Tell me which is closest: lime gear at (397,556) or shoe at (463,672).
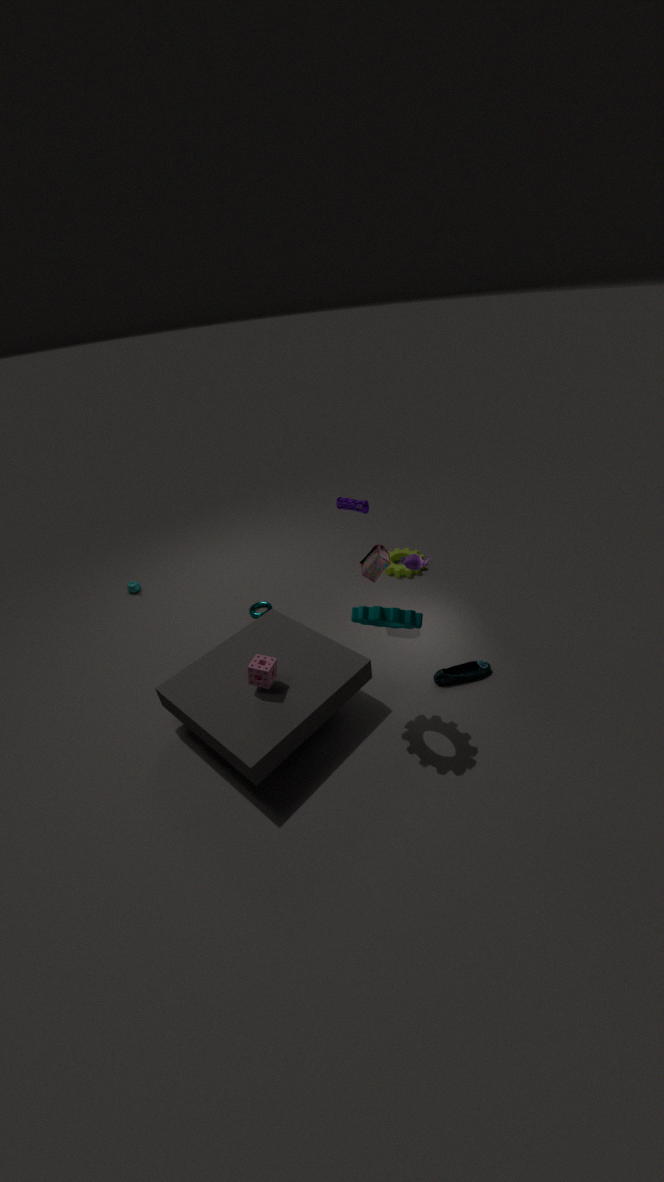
shoe at (463,672)
